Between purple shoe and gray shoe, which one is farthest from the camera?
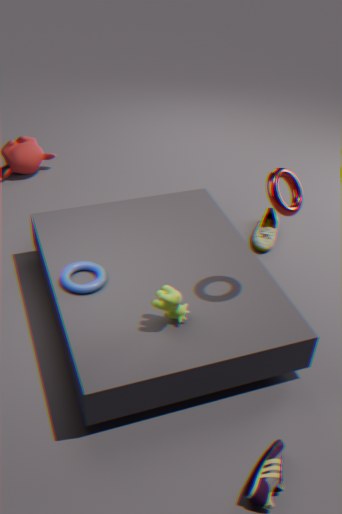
gray shoe
